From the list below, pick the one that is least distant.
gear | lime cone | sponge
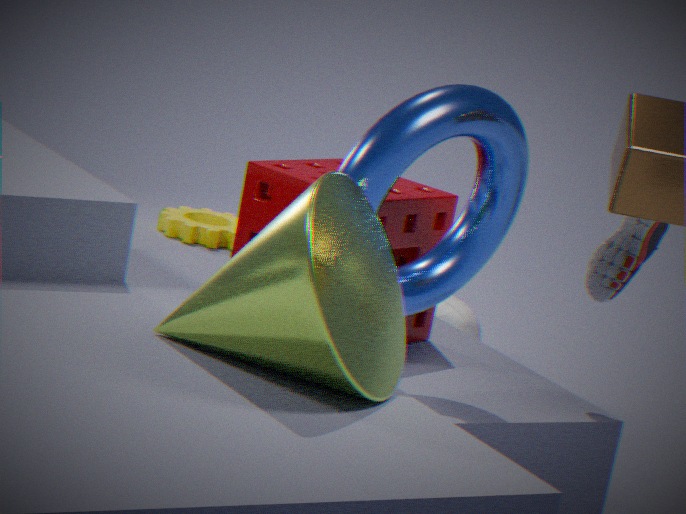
lime cone
